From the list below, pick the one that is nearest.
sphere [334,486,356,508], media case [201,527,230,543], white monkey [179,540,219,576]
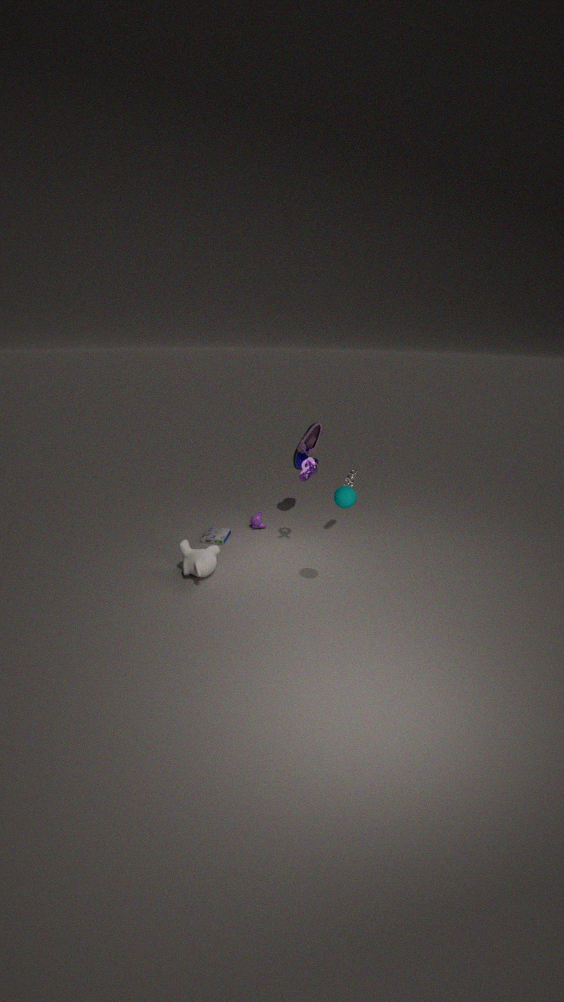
sphere [334,486,356,508]
